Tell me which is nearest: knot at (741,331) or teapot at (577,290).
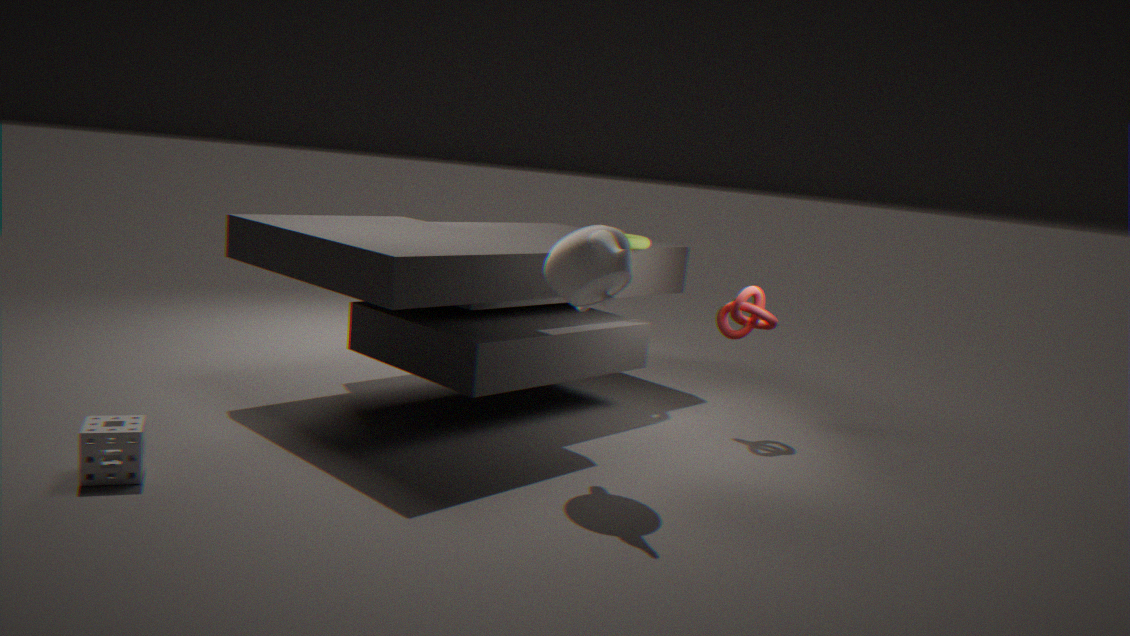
teapot at (577,290)
